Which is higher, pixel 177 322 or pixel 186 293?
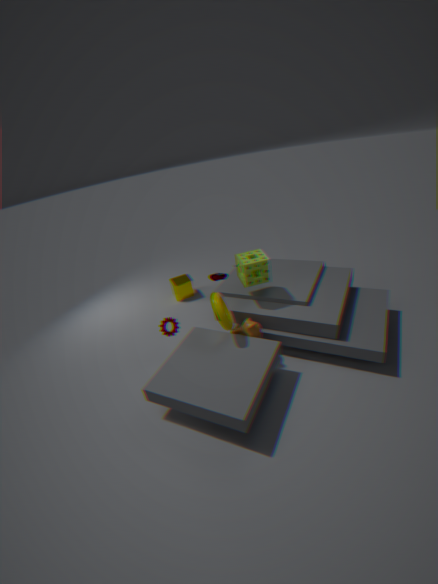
pixel 177 322
